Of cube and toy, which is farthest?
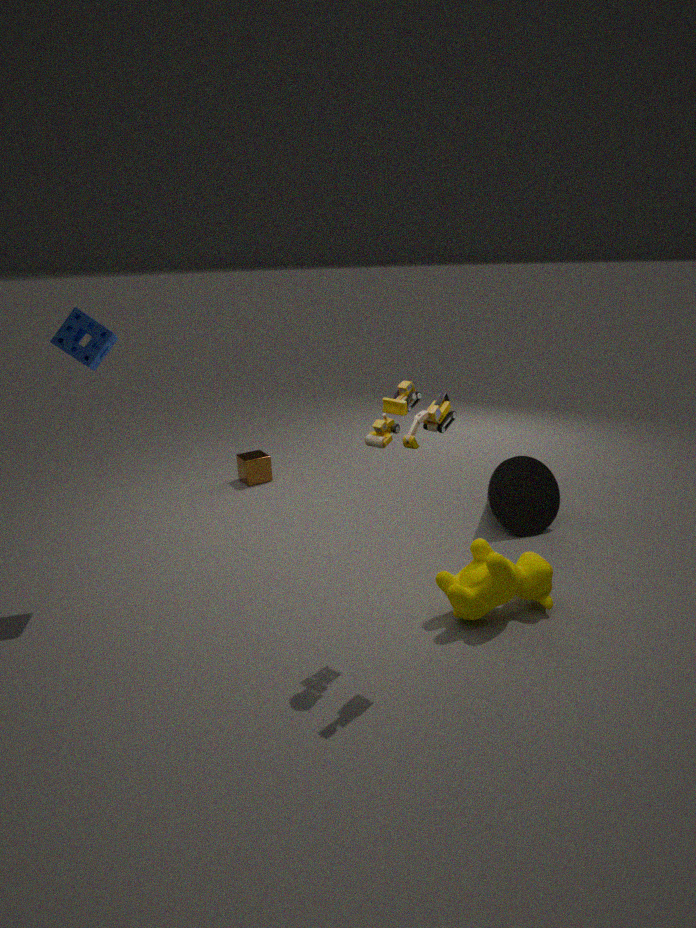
cube
